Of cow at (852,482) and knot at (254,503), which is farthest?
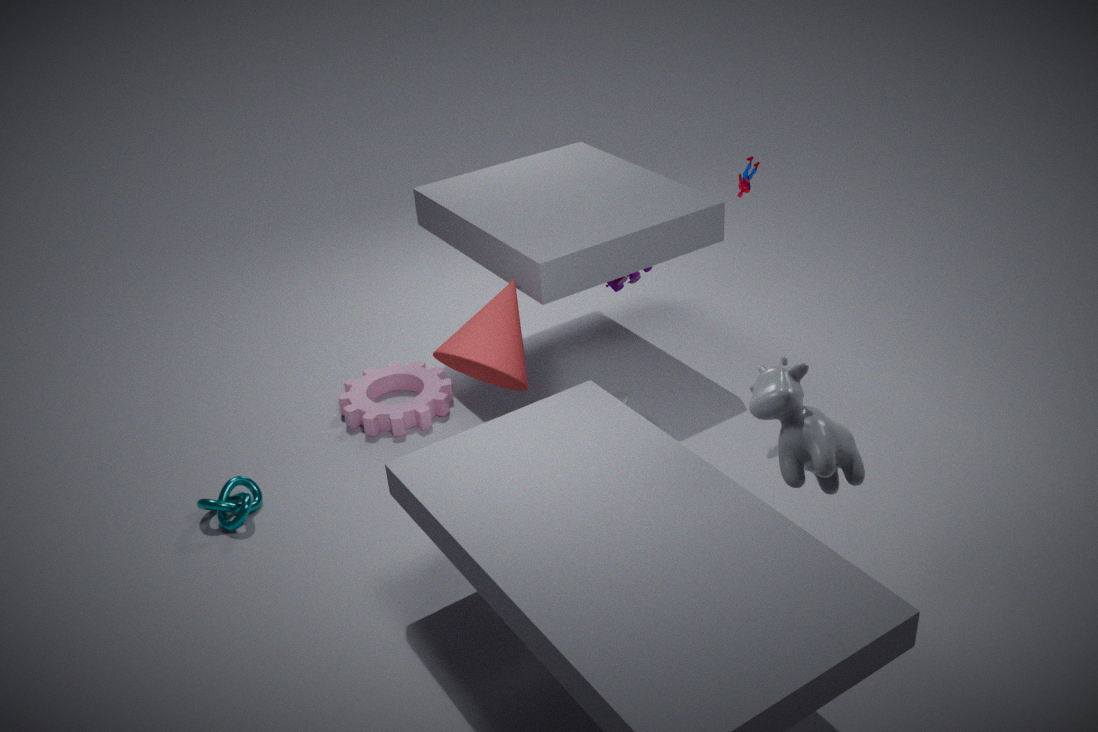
knot at (254,503)
